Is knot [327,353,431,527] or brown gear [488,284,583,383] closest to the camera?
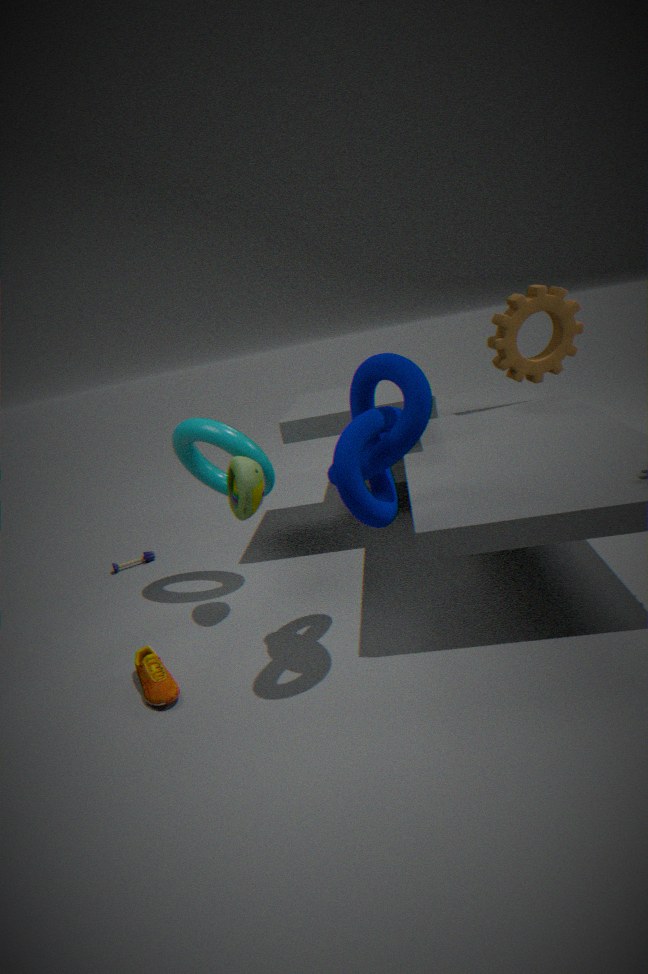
knot [327,353,431,527]
